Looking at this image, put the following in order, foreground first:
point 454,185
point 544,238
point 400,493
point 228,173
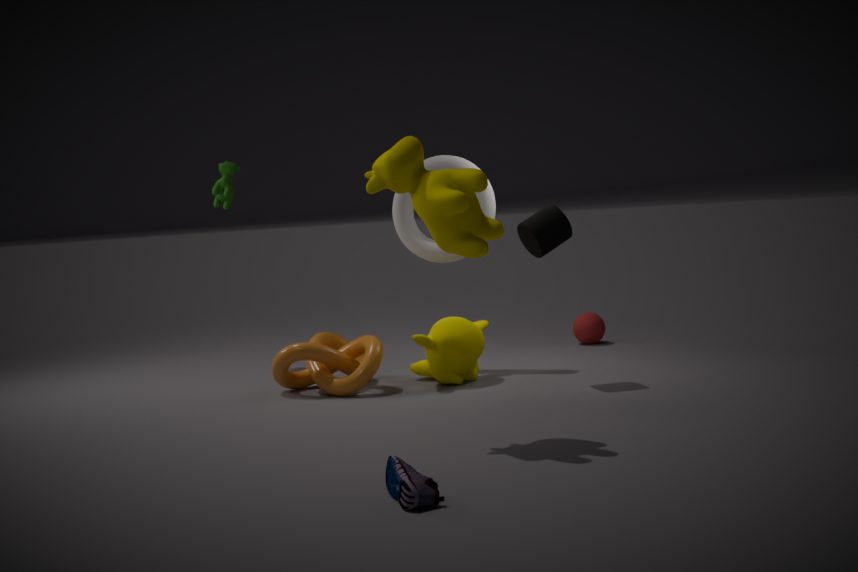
1. point 400,493
2. point 454,185
3. point 544,238
4. point 228,173
